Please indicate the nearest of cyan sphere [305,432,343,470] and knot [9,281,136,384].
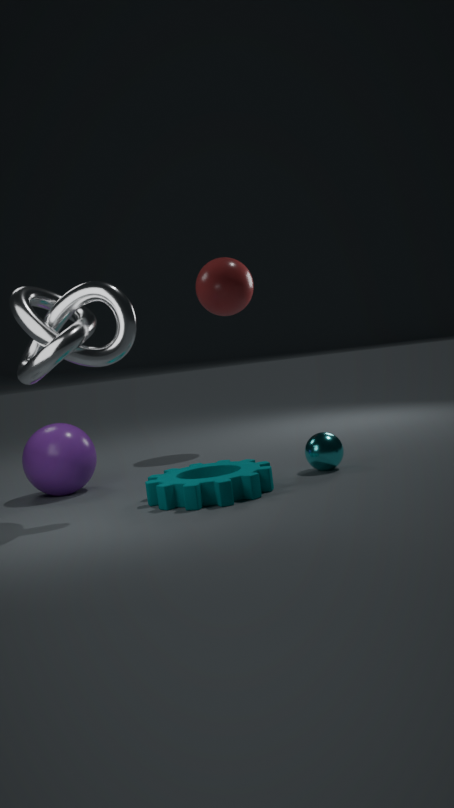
knot [9,281,136,384]
